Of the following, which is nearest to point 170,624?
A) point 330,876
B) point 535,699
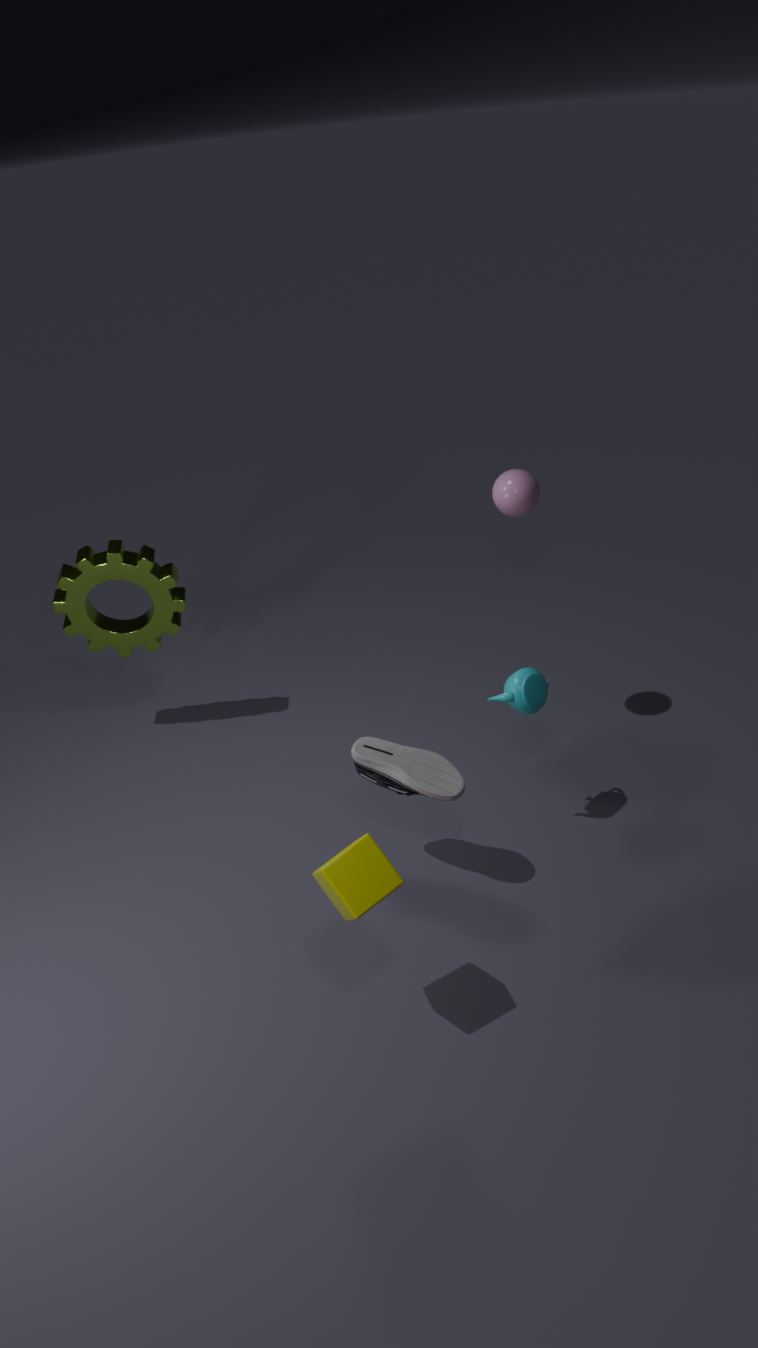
point 535,699
